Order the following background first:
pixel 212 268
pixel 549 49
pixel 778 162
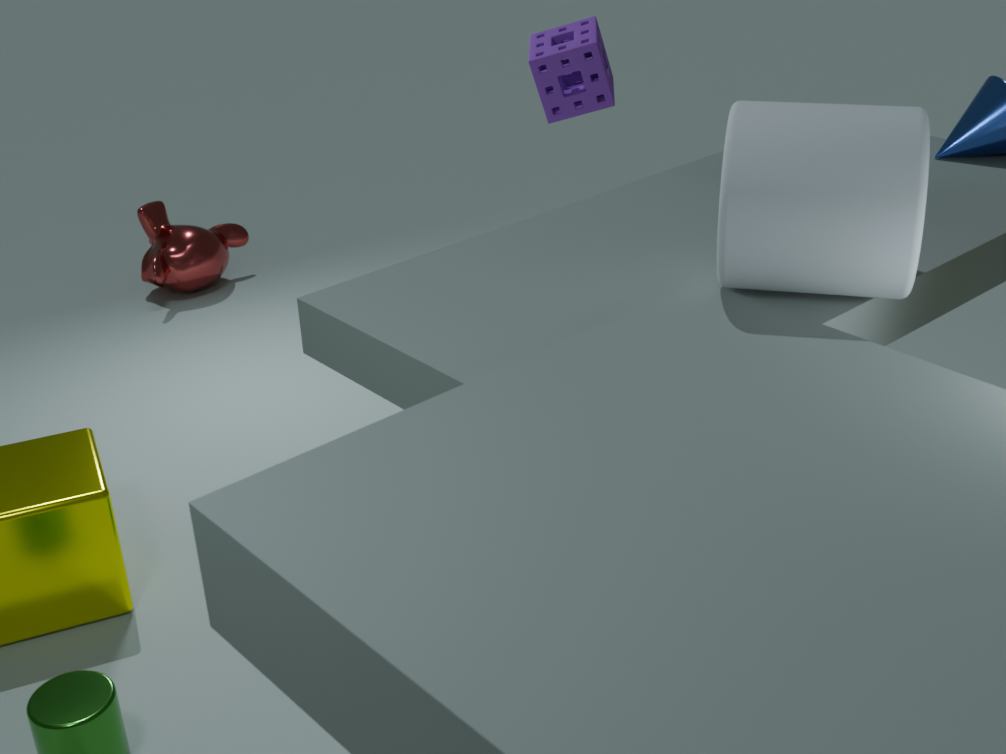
pixel 212 268, pixel 549 49, pixel 778 162
